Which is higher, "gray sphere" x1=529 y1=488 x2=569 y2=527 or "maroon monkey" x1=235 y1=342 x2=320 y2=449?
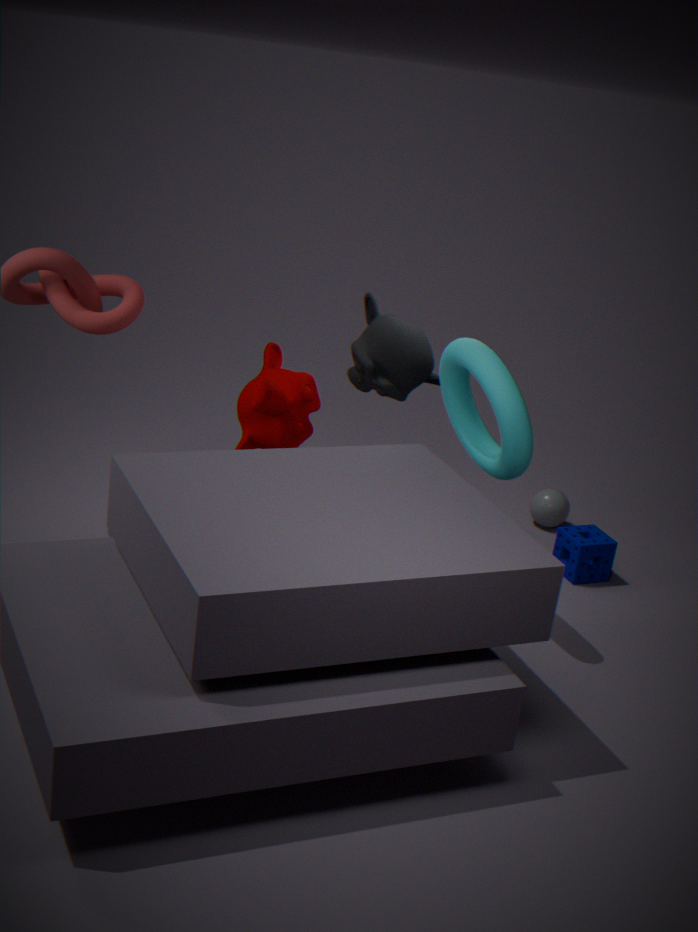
"maroon monkey" x1=235 y1=342 x2=320 y2=449
